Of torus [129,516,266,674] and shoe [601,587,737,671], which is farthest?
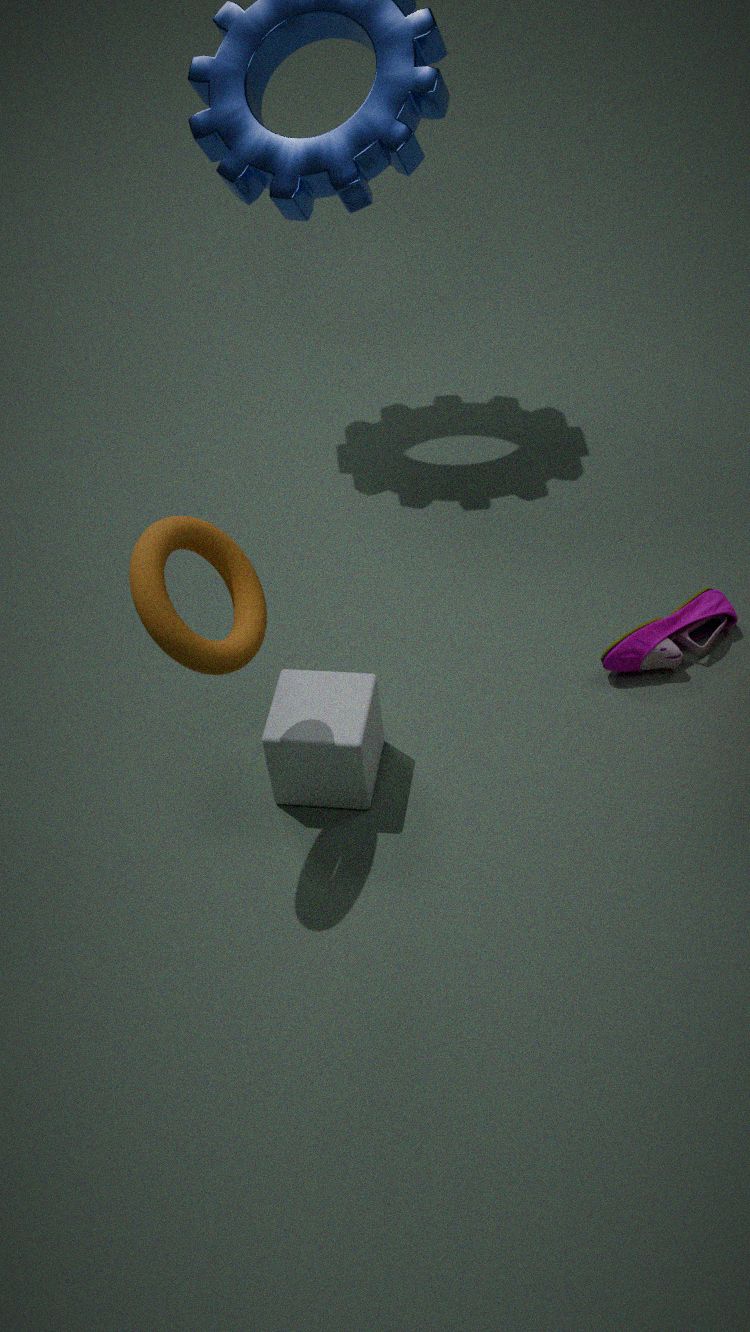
shoe [601,587,737,671]
